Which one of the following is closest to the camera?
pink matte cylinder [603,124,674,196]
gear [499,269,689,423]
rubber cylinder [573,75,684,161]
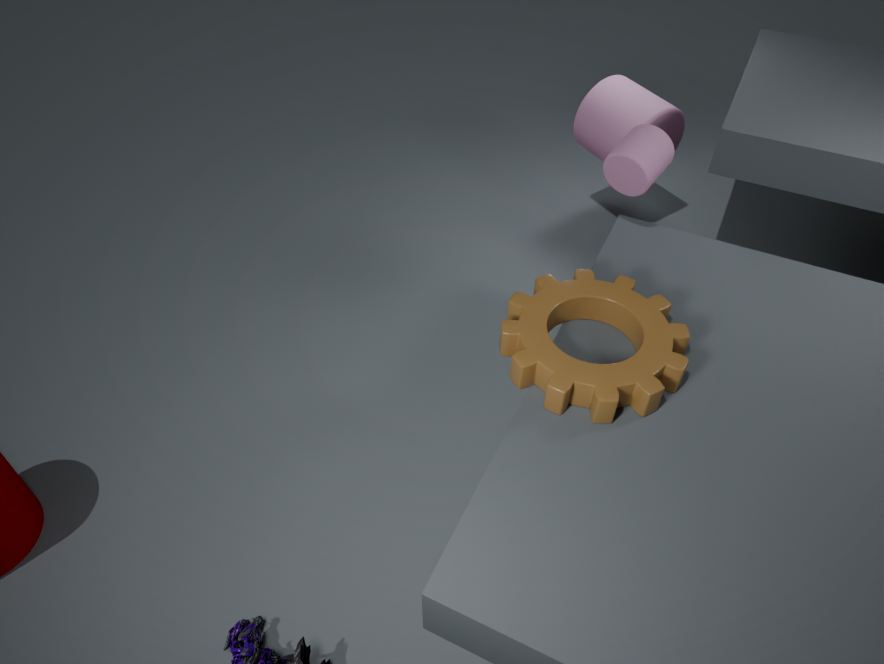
gear [499,269,689,423]
